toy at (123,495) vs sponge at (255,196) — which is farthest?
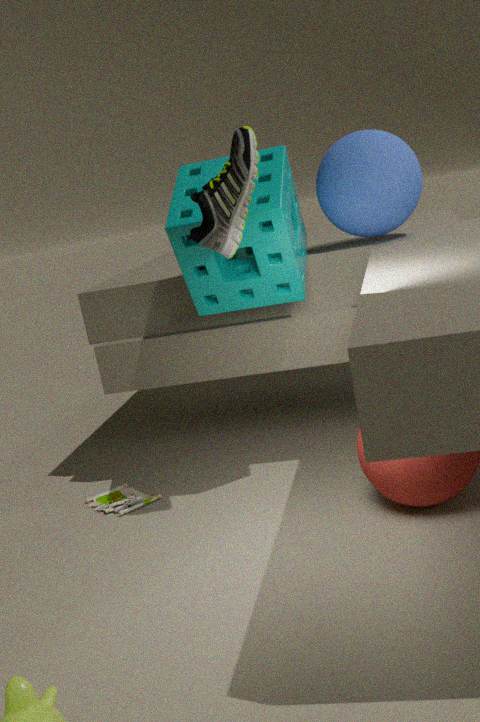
toy at (123,495)
